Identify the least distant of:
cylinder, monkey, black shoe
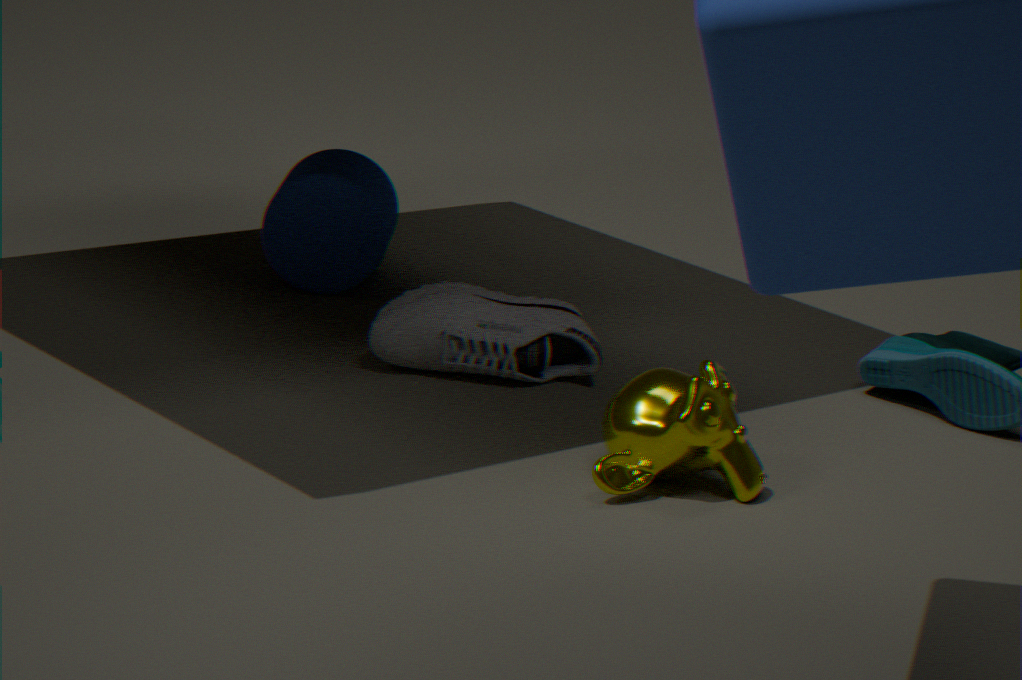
monkey
